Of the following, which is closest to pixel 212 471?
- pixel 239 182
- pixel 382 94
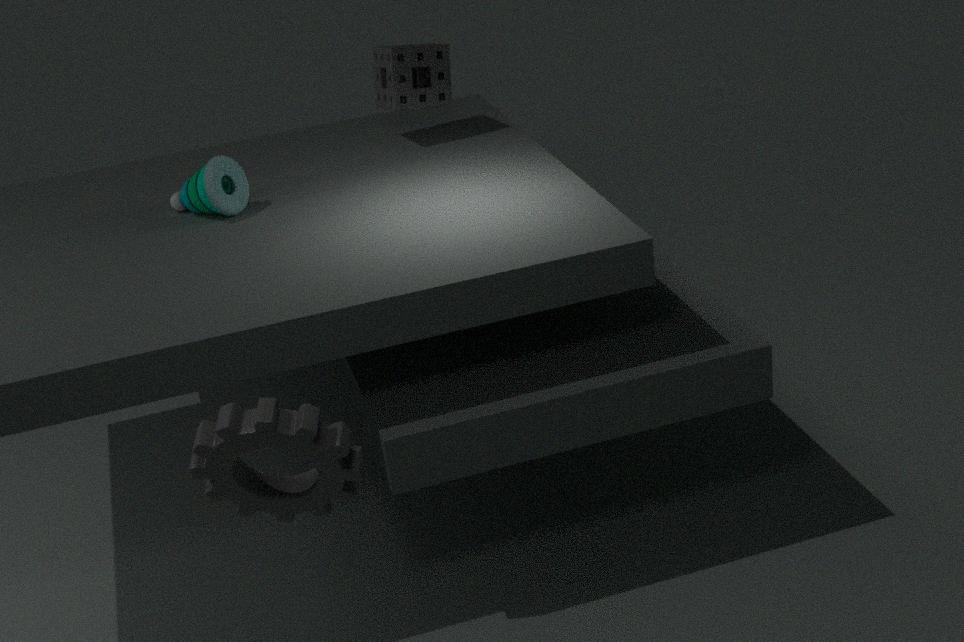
pixel 239 182
